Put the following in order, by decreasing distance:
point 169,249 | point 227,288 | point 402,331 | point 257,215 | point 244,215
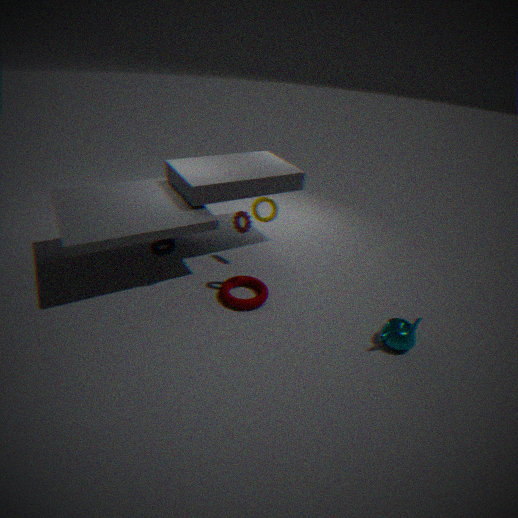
1. point 244,215
2. point 227,288
3. point 169,249
4. point 257,215
5. point 402,331
